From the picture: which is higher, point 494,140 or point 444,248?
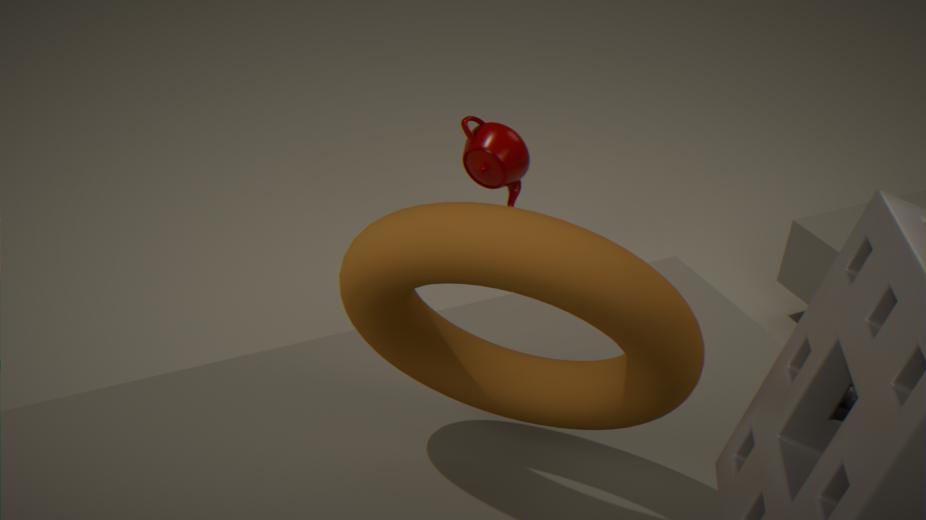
point 444,248
